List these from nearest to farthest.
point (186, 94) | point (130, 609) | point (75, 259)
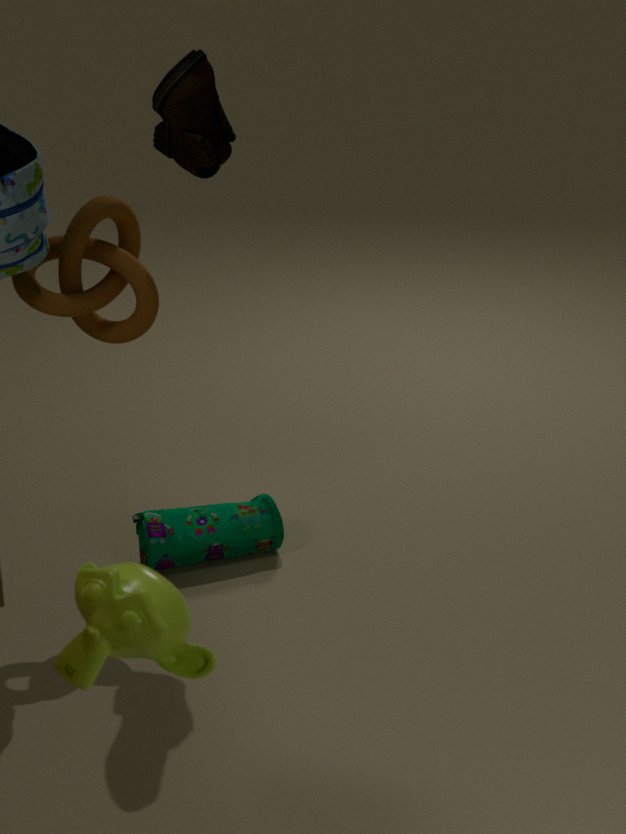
point (130, 609) → point (186, 94) → point (75, 259)
